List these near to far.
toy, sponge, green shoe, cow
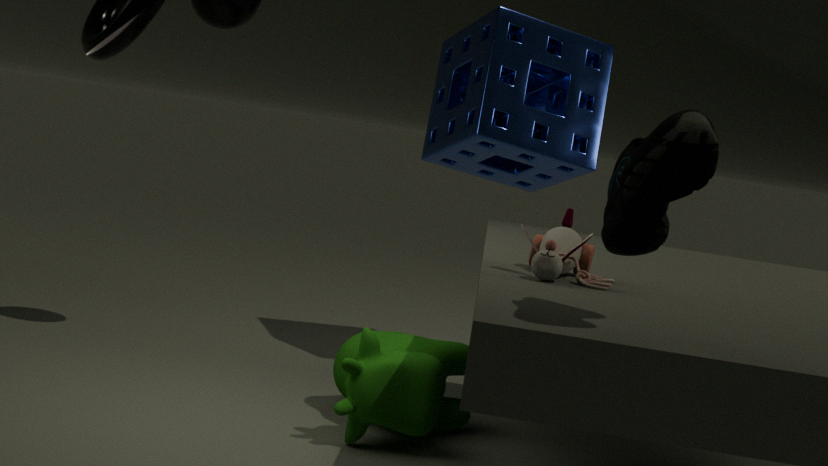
green shoe < toy < cow < sponge
